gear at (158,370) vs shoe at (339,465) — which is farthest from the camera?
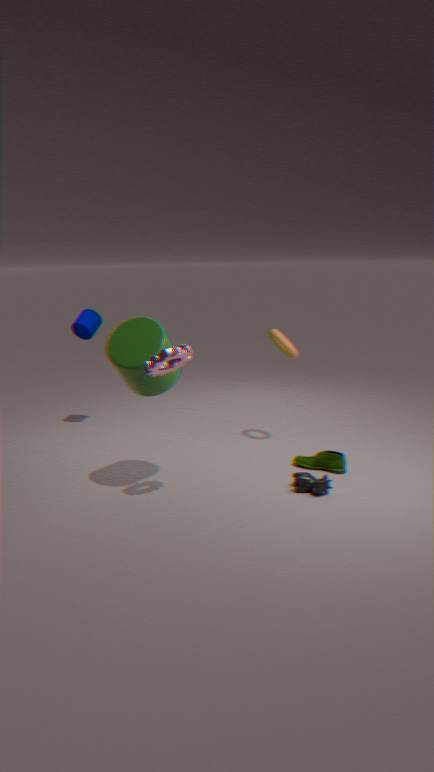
shoe at (339,465)
